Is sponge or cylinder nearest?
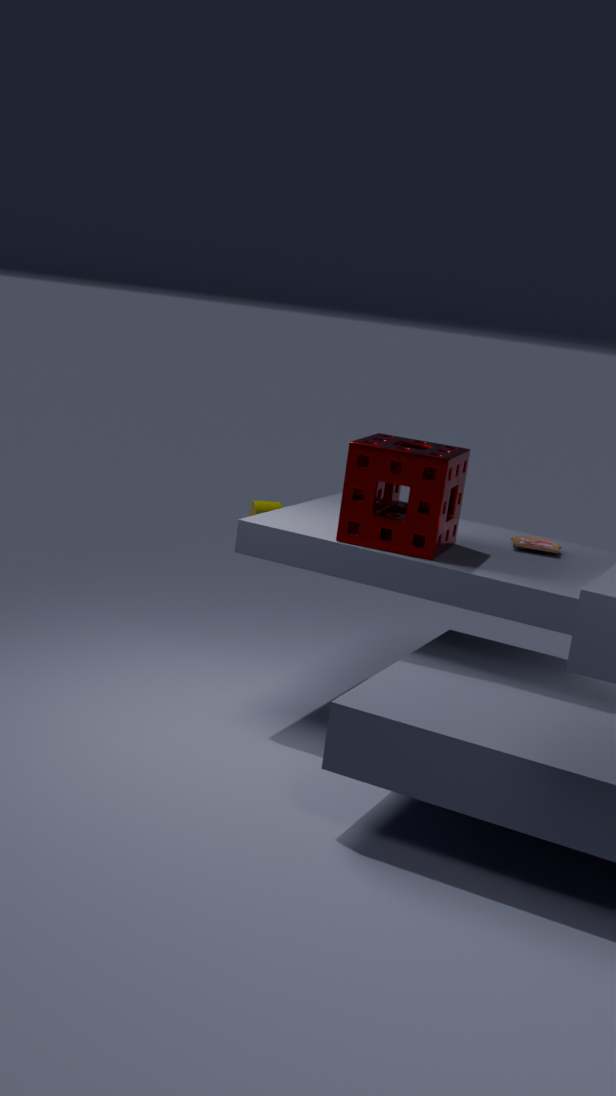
sponge
